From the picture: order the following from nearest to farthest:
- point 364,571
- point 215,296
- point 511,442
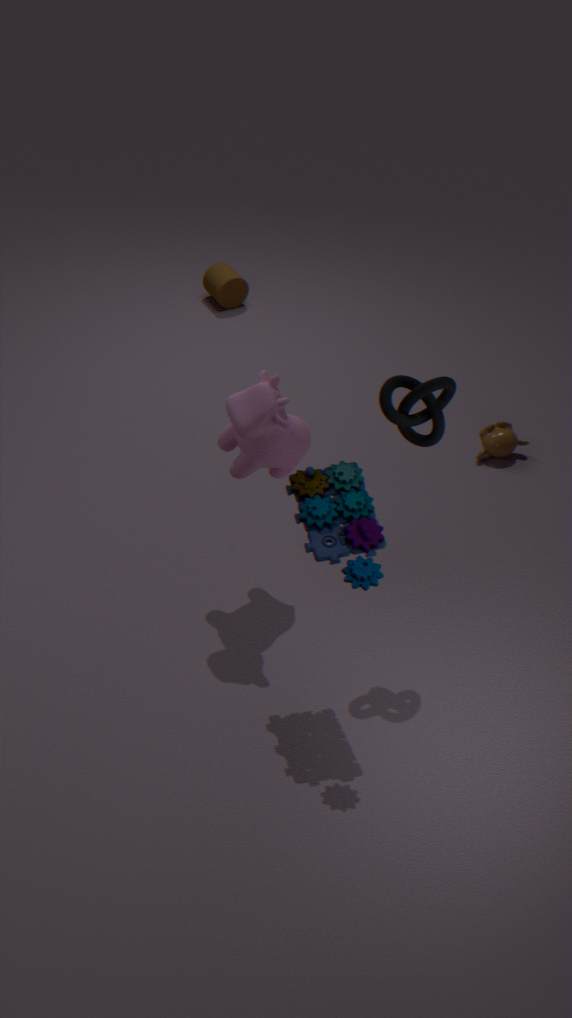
point 364,571
point 511,442
point 215,296
